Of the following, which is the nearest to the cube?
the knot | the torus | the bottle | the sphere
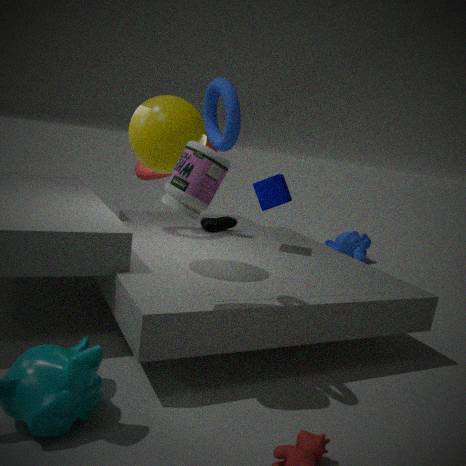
the knot
